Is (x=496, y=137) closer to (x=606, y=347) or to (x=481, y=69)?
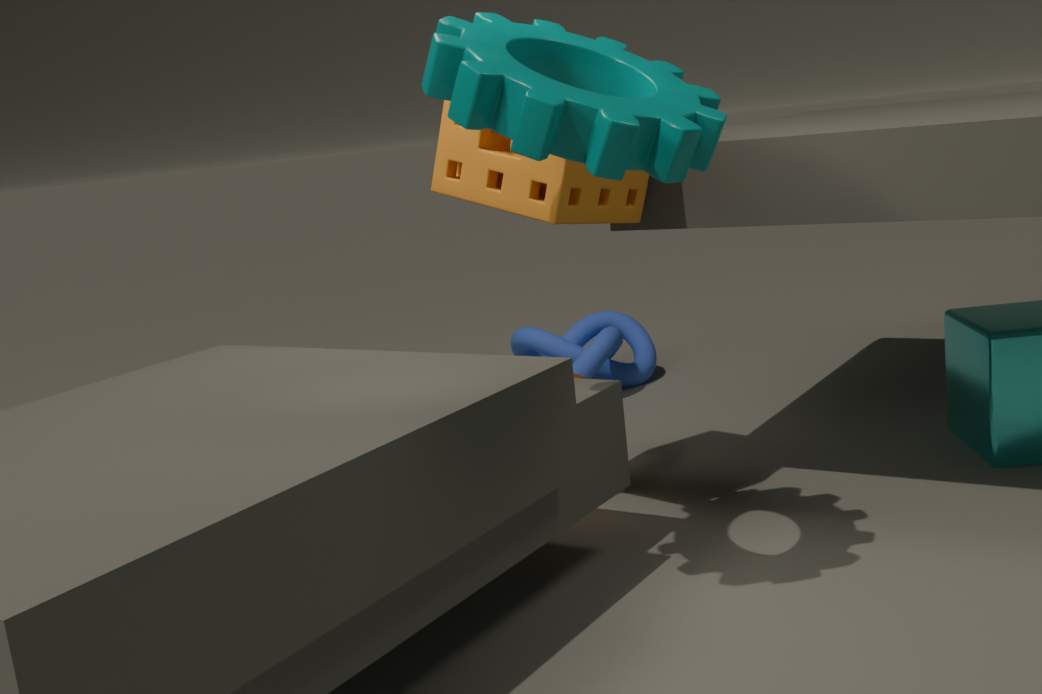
(x=481, y=69)
